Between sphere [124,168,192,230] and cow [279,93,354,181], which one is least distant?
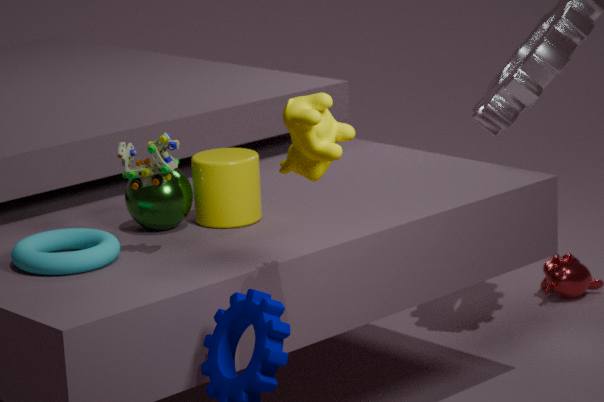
cow [279,93,354,181]
